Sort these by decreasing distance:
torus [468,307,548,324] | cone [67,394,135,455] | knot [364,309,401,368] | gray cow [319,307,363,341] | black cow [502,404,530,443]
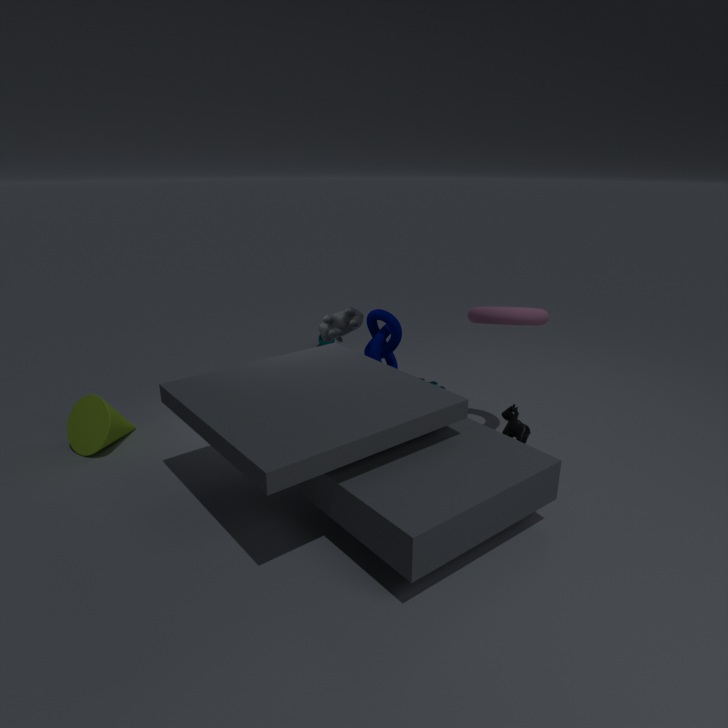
gray cow [319,307,363,341], knot [364,309,401,368], cone [67,394,135,455], torus [468,307,548,324], black cow [502,404,530,443]
